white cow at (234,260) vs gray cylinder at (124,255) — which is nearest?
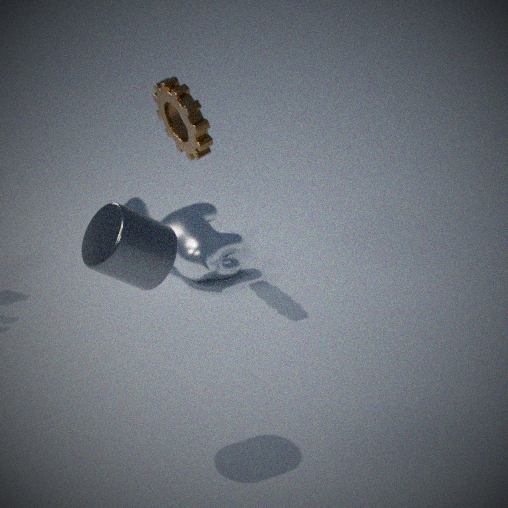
gray cylinder at (124,255)
